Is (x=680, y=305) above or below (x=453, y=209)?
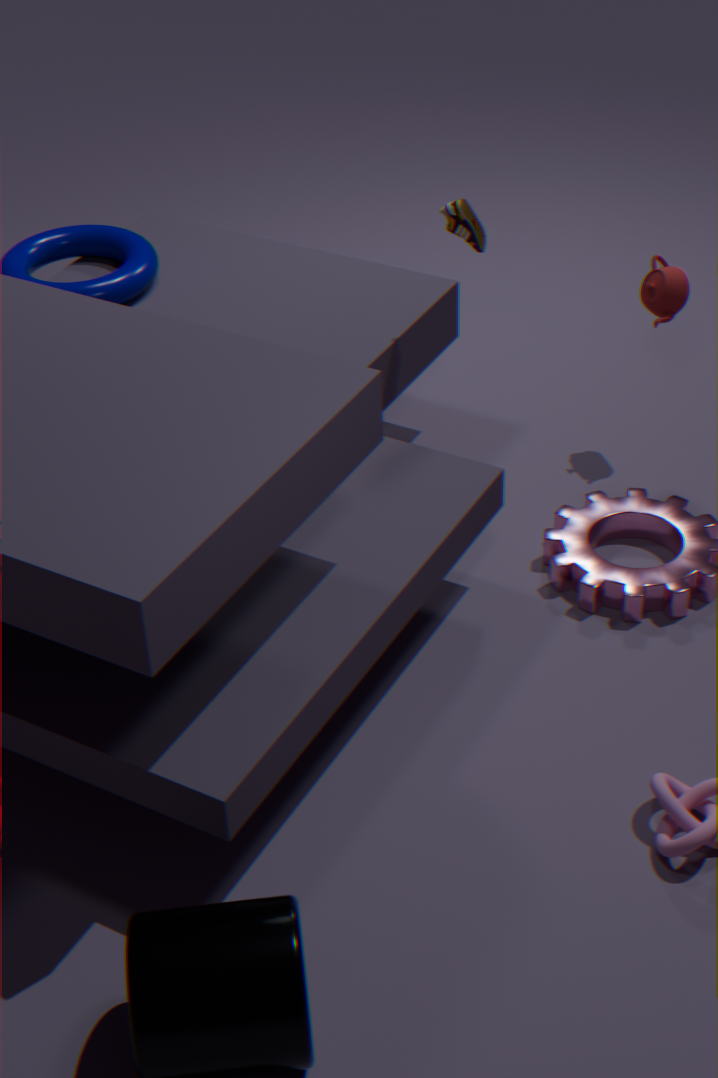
below
